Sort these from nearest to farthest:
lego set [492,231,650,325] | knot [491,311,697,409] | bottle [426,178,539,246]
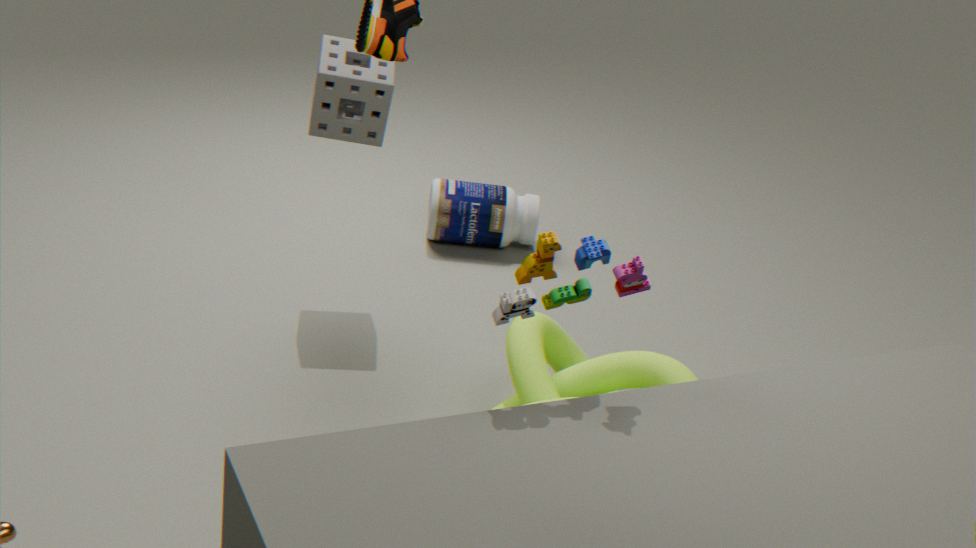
lego set [492,231,650,325]
knot [491,311,697,409]
bottle [426,178,539,246]
